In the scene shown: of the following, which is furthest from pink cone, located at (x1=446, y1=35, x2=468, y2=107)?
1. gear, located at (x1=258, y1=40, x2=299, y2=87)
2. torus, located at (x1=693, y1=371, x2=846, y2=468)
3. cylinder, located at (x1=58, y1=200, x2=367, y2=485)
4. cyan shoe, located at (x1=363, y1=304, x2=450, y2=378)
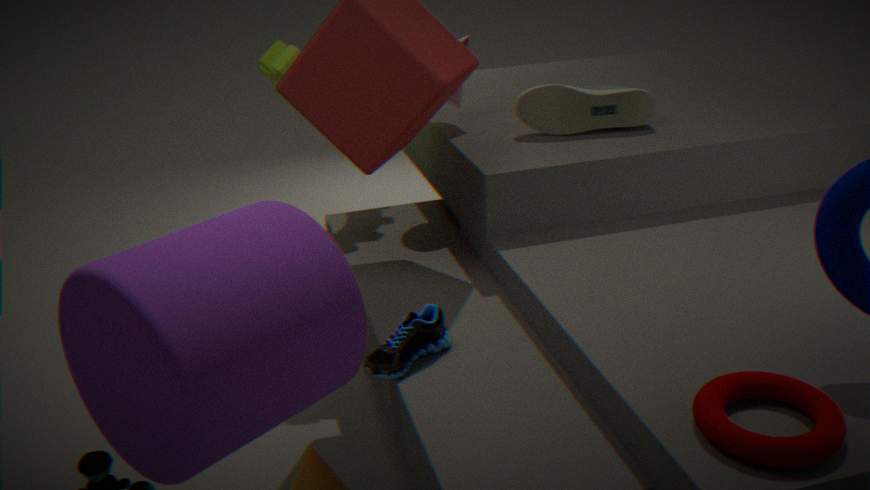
torus, located at (x1=693, y1=371, x2=846, y2=468)
